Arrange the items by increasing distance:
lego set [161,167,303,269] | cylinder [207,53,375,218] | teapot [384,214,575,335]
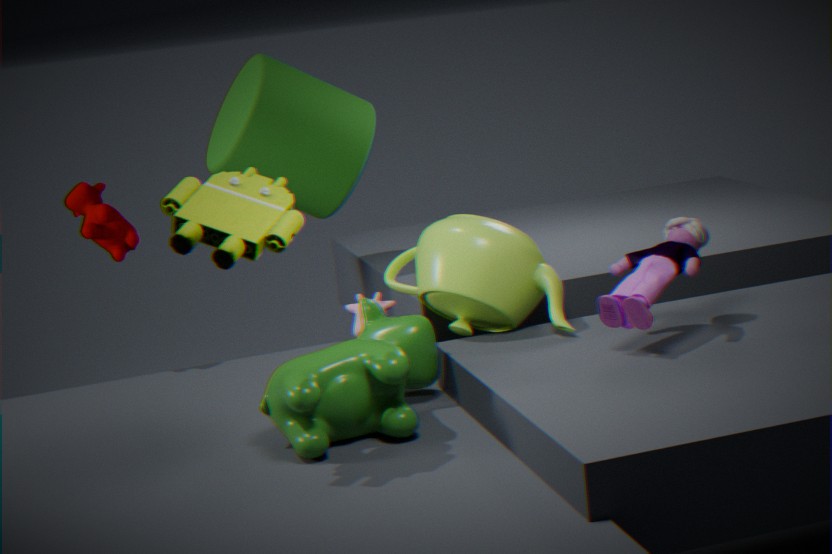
lego set [161,167,303,269] < teapot [384,214,575,335] < cylinder [207,53,375,218]
